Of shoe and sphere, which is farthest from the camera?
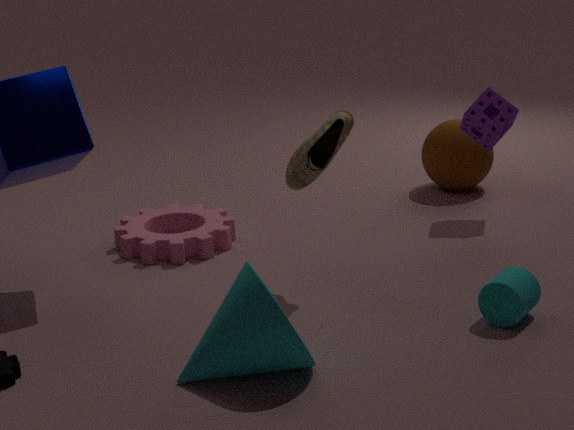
sphere
